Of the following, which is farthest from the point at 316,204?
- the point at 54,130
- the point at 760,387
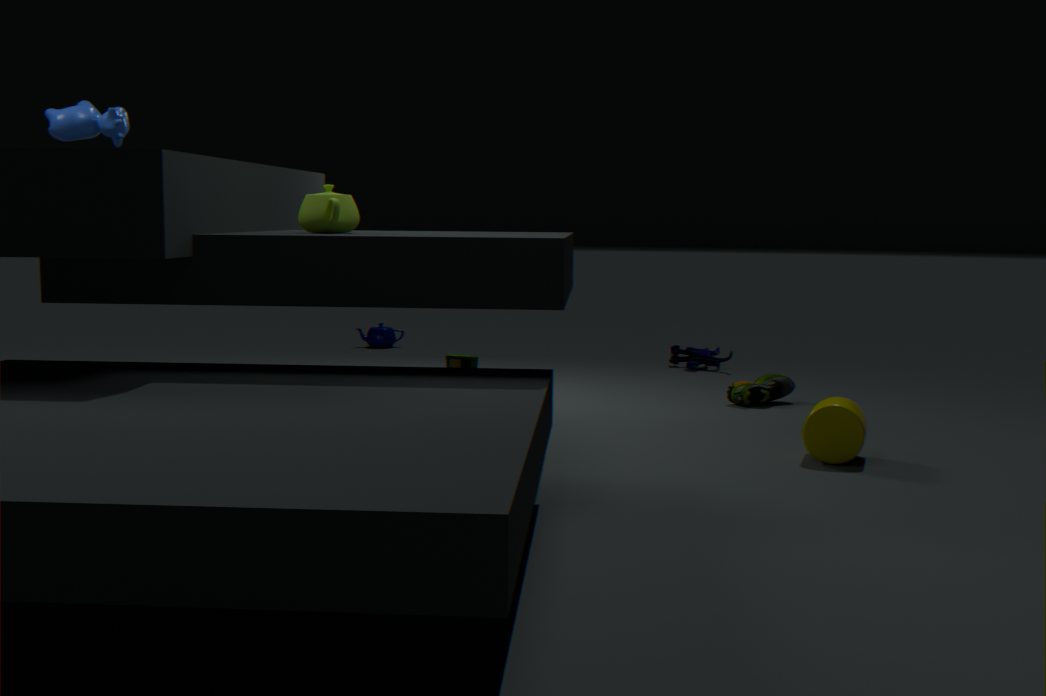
the point at 760,387
